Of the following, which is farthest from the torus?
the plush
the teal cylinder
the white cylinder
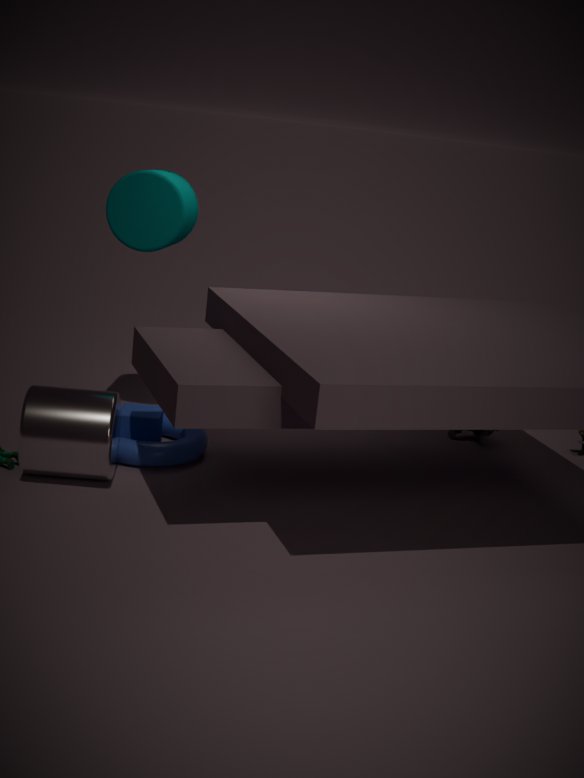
the plush
